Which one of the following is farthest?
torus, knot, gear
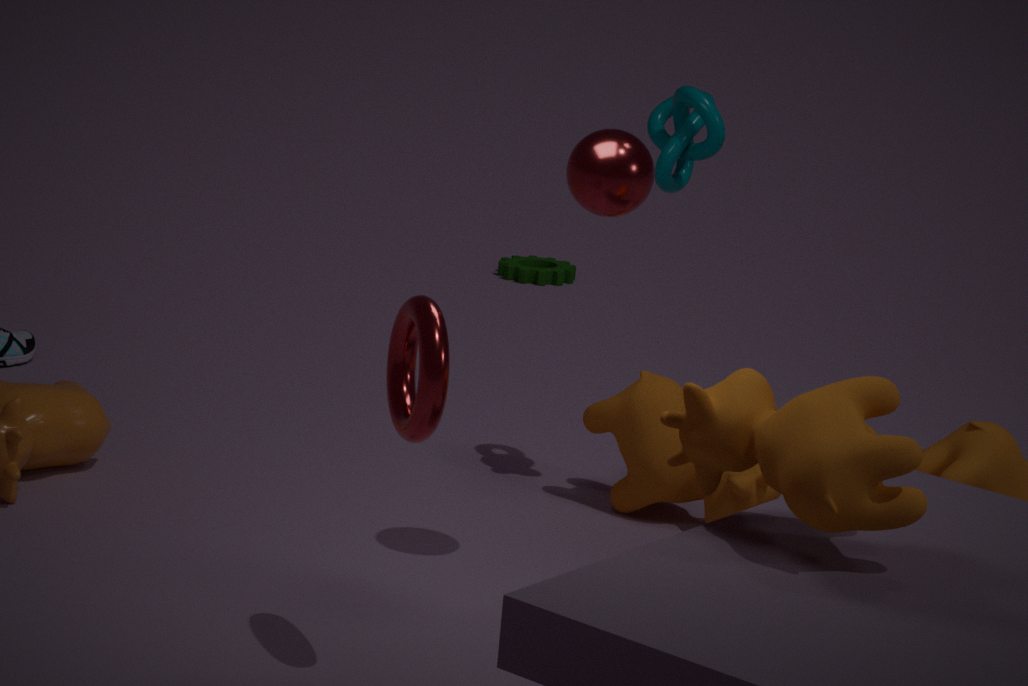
gear
